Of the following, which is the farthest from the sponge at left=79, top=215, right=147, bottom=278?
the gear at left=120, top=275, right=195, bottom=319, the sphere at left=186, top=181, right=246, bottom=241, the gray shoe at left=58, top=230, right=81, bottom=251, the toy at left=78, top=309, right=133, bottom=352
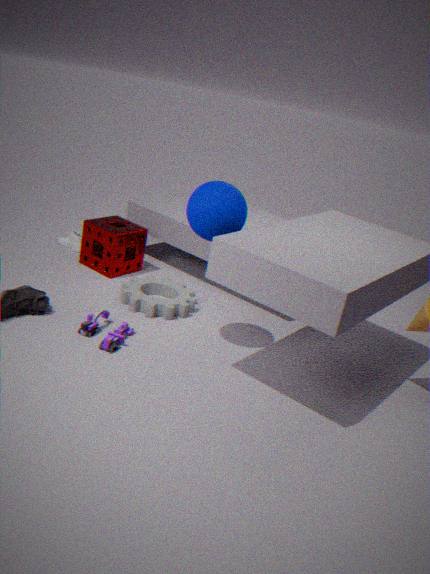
the sphere at left=186, top=181, right=246, bottom=241
